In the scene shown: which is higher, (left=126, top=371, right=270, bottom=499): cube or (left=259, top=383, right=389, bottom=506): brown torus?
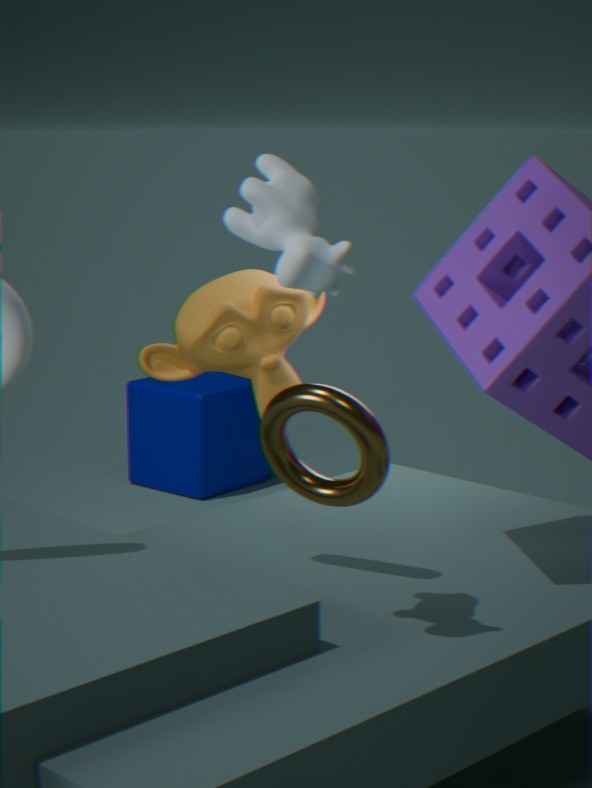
(left=259, top=383, right=389, bottom=506): brown torus
